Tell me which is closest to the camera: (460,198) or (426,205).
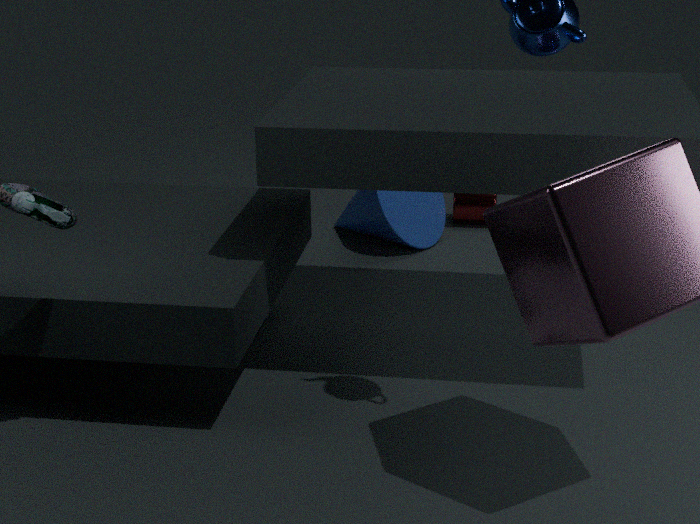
(426,205)
